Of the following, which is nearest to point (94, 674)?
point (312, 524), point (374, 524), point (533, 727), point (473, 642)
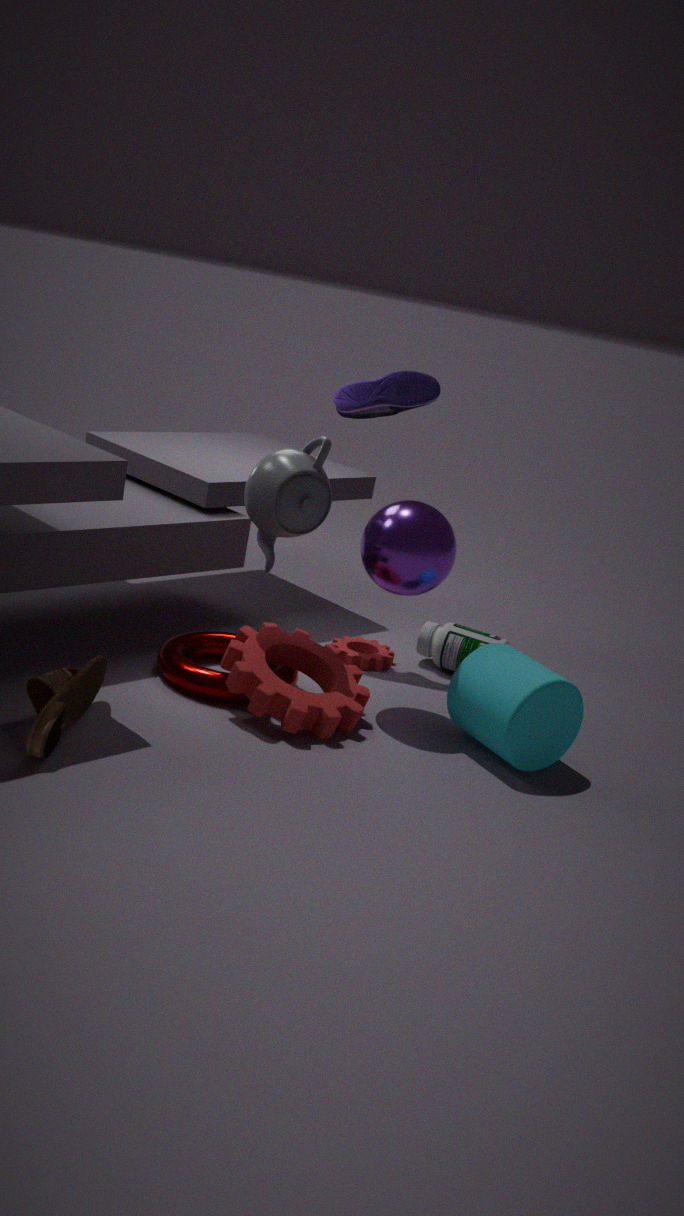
point (312, 524)
